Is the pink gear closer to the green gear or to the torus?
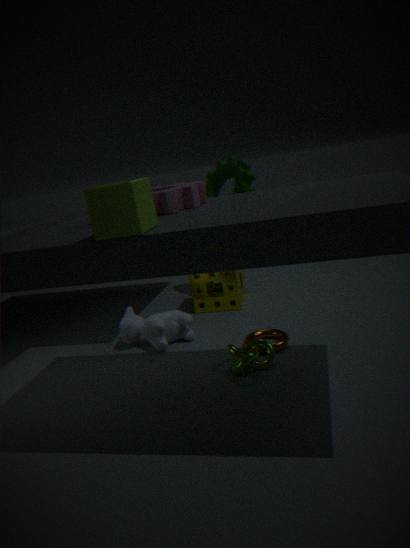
the torus
